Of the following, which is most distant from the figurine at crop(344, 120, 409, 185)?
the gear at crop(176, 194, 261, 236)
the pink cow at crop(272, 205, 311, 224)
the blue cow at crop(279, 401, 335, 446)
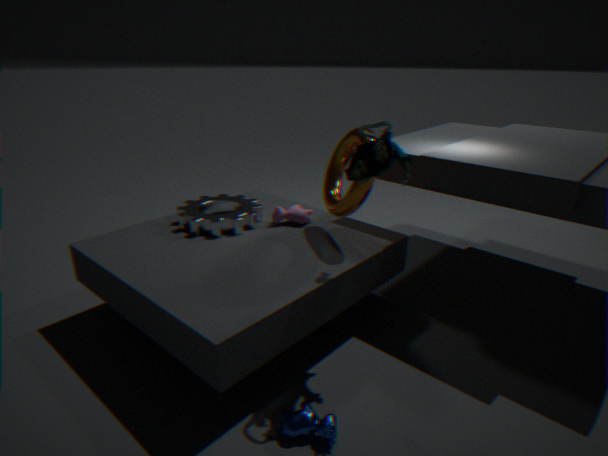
the blue cow at crop(279, 401, 335, 446)
